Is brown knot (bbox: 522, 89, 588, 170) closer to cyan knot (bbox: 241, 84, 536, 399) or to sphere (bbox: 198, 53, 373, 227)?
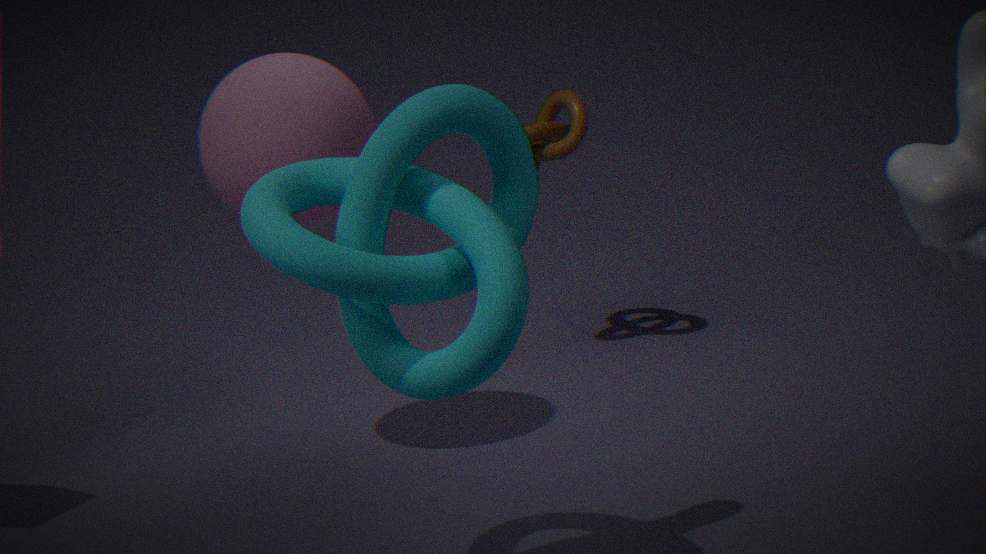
sphere (bbox: 198, 53, 373, 227)
